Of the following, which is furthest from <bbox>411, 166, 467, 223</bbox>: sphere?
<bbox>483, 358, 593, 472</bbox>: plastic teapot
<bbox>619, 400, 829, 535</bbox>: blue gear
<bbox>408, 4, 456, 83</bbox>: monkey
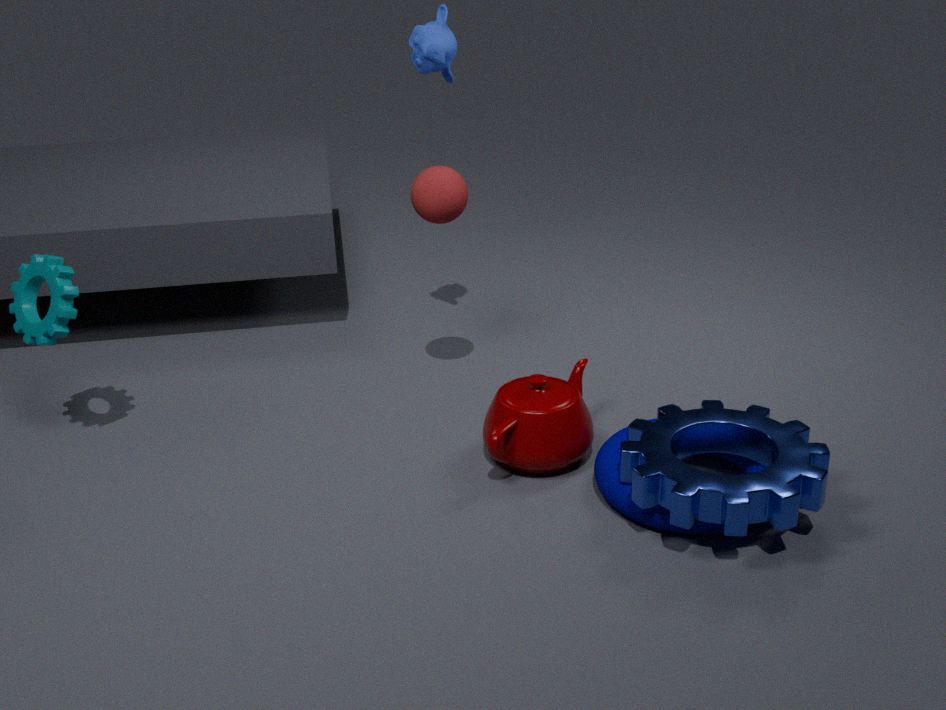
<bbox>619, 400, 829, 535</bbox>: blue gear
